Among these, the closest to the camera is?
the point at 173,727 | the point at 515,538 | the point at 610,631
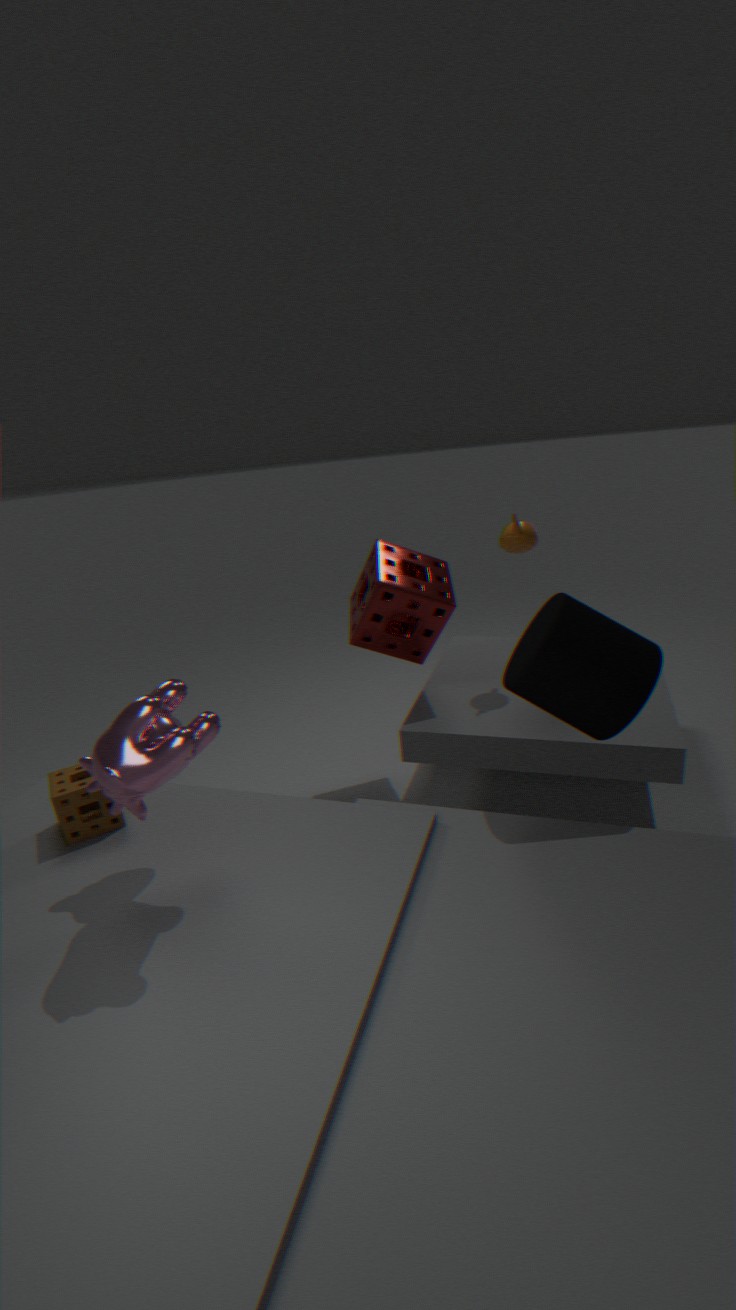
the point at 173,727
